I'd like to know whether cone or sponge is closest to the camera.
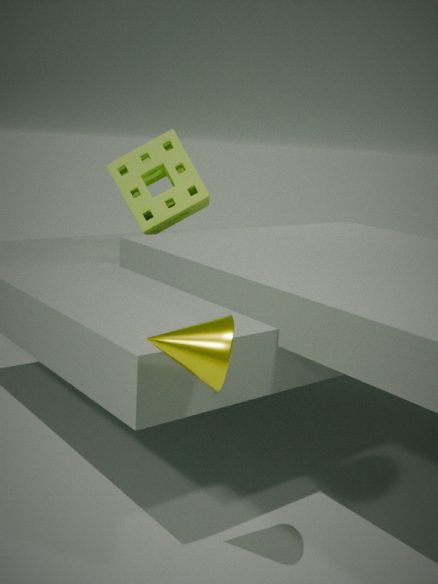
cone
